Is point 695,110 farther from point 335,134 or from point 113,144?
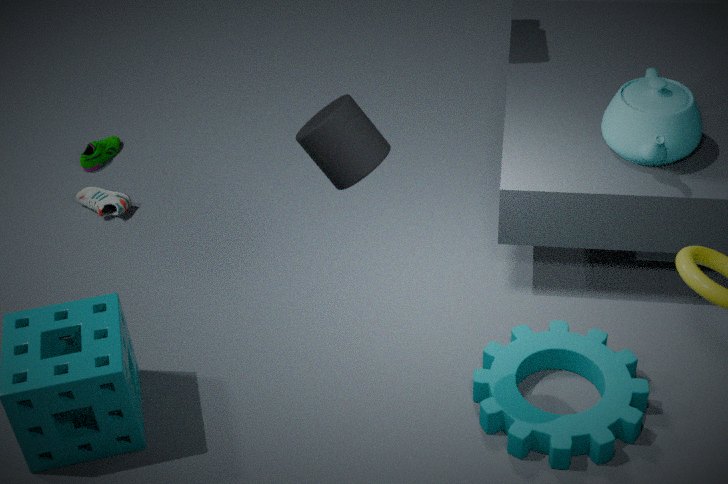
point 113,144
